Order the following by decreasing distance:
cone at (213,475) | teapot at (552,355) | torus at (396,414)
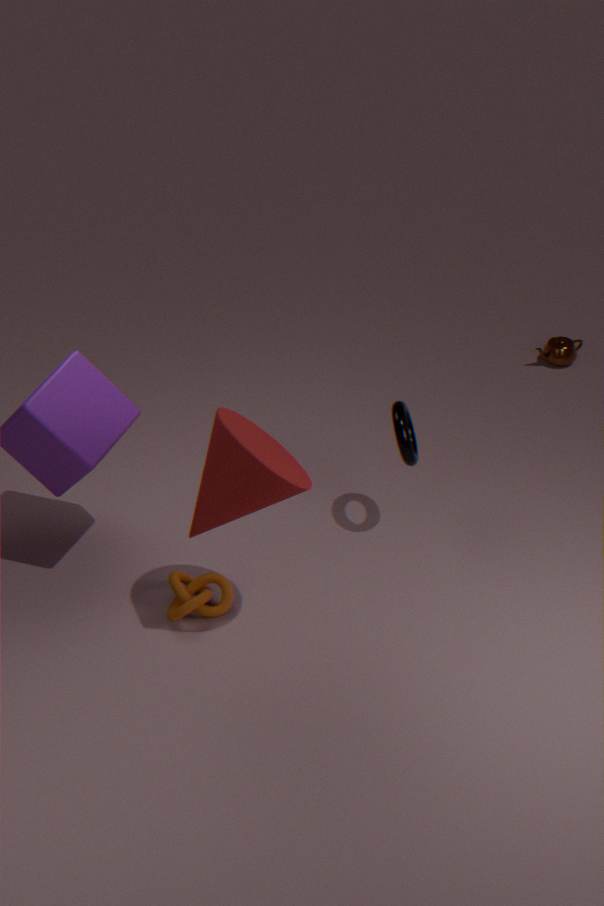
1. teapot at (552,355)
2. torus at (396,414)
3. cone at (213,475)
